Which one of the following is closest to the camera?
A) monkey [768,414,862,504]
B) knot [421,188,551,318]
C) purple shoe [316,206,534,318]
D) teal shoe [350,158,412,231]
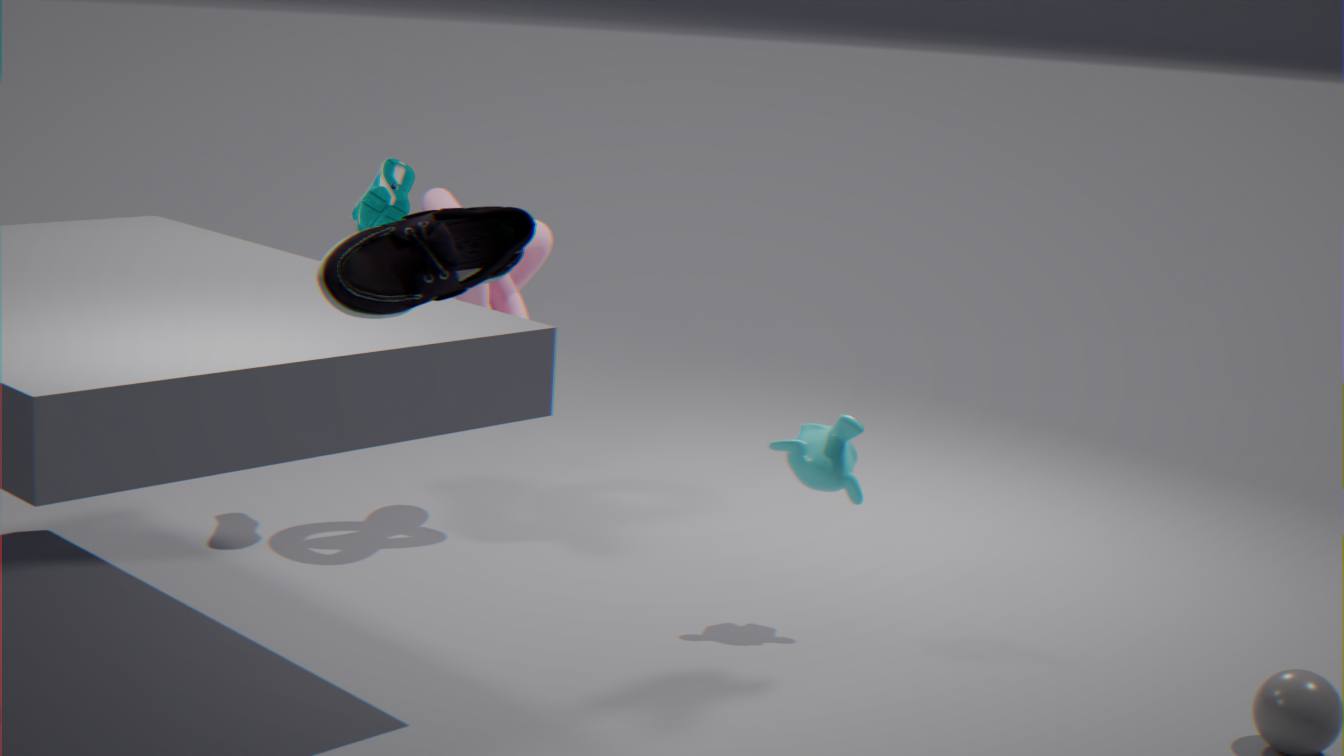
purple shoe [316,206,534,318]
